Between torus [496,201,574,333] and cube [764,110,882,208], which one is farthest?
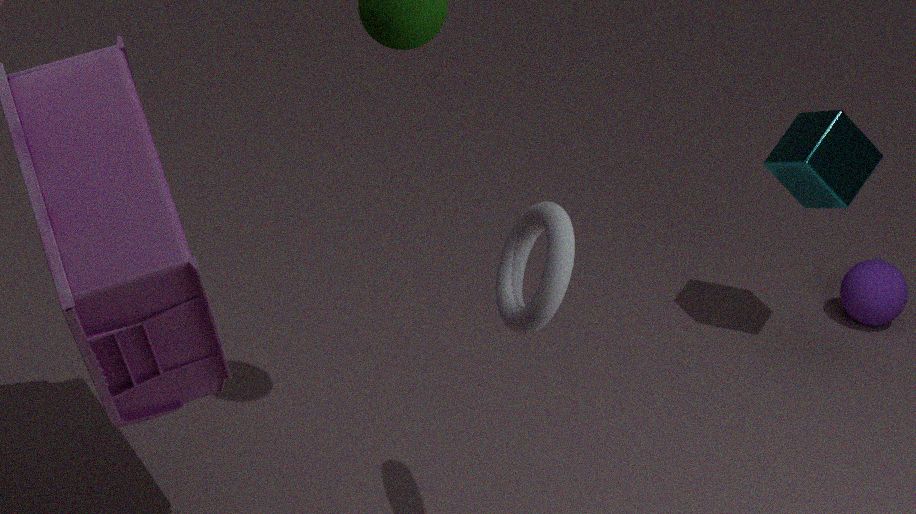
cube [764,110,882,208]
